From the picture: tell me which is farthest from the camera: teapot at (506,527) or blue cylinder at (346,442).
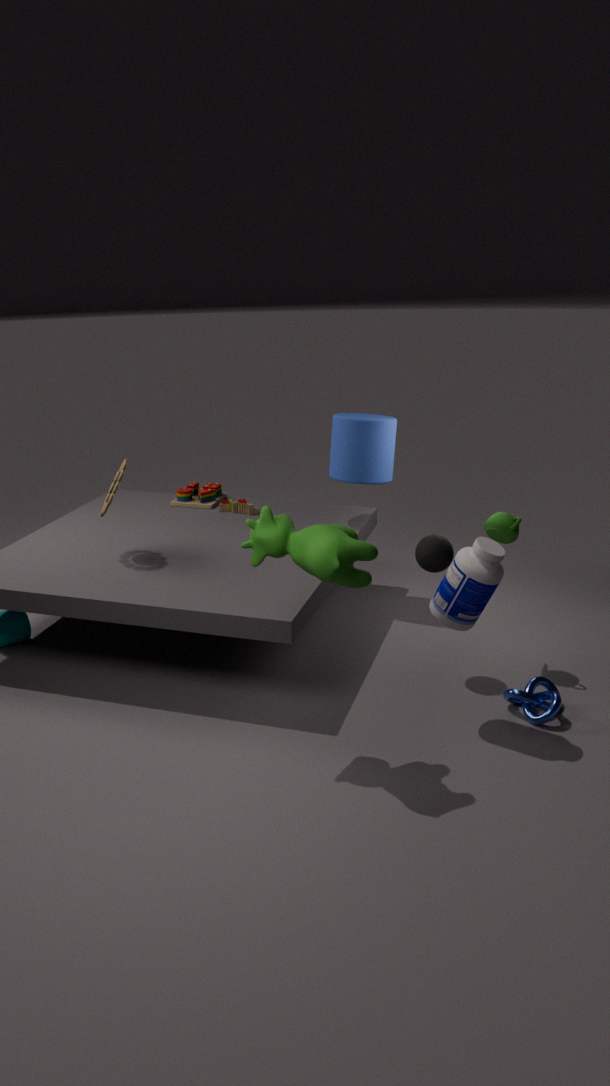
blue cylinder at (346,442)
